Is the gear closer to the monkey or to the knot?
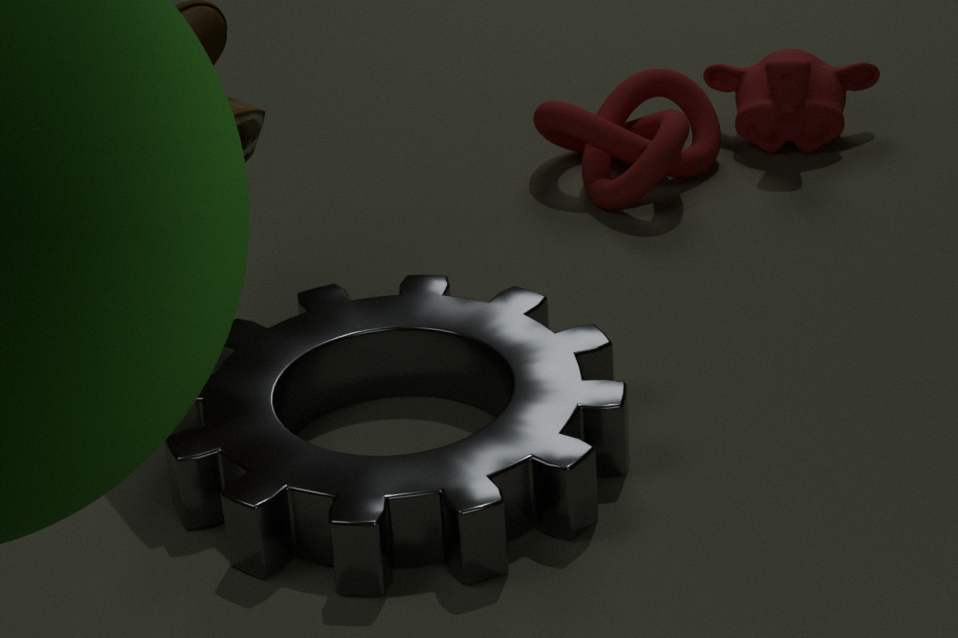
the knot
